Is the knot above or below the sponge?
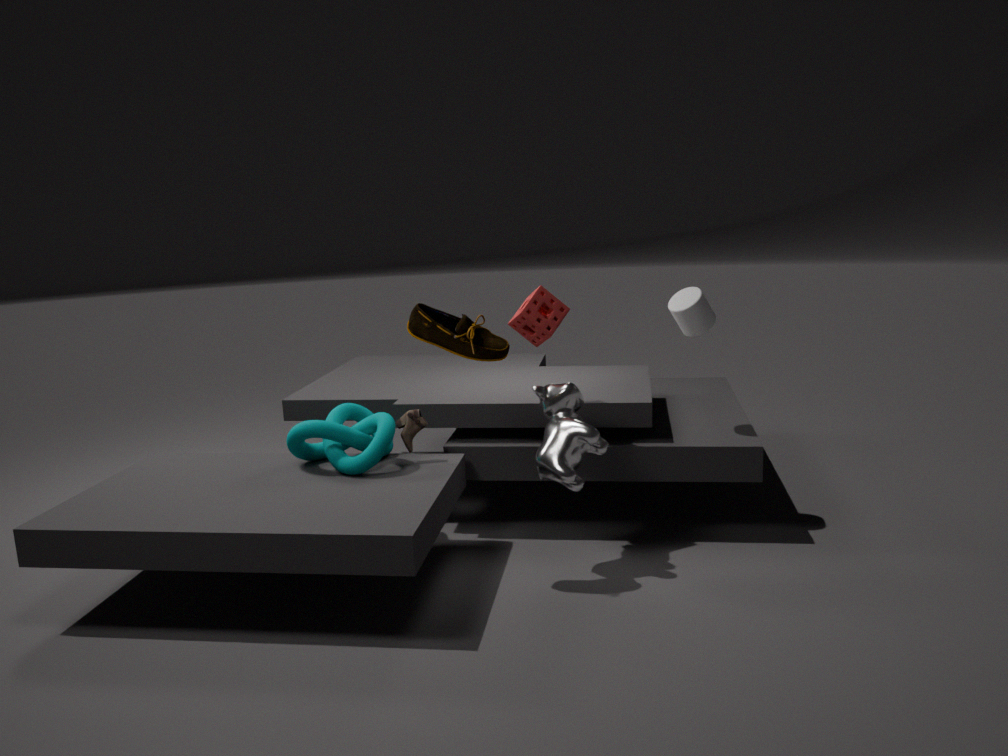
below
